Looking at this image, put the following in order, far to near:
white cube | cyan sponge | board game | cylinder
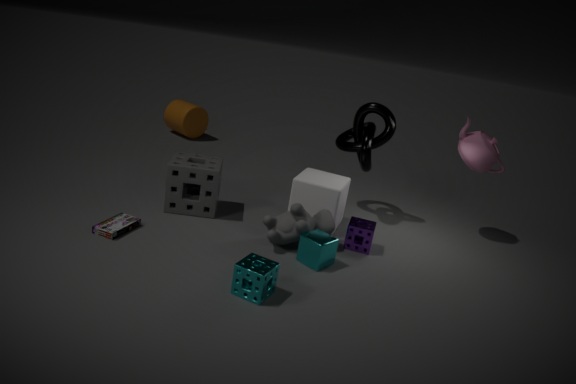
cylinder → white cube → board game → cyan sponge
